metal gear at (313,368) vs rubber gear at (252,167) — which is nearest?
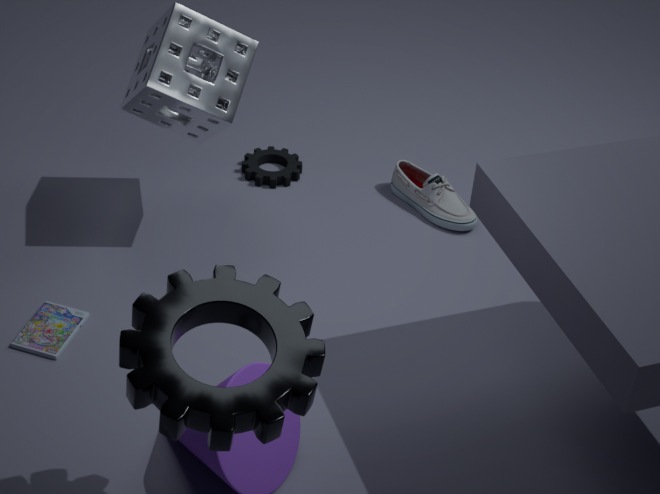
metal gear at (313,368)
